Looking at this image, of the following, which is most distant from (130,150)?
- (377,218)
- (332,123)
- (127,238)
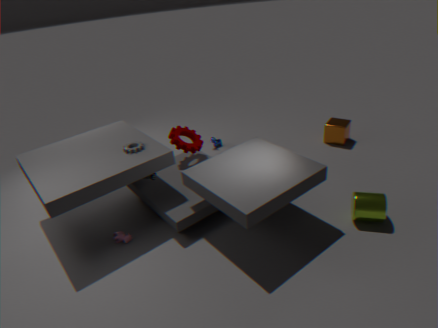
(332,123)
